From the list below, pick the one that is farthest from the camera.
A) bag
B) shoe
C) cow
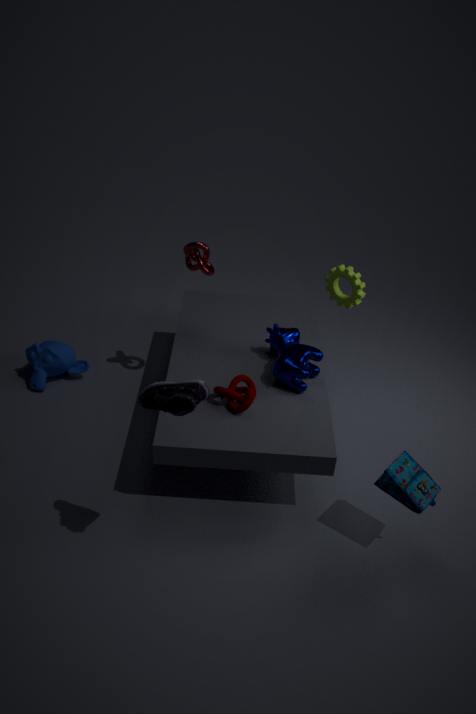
cow
